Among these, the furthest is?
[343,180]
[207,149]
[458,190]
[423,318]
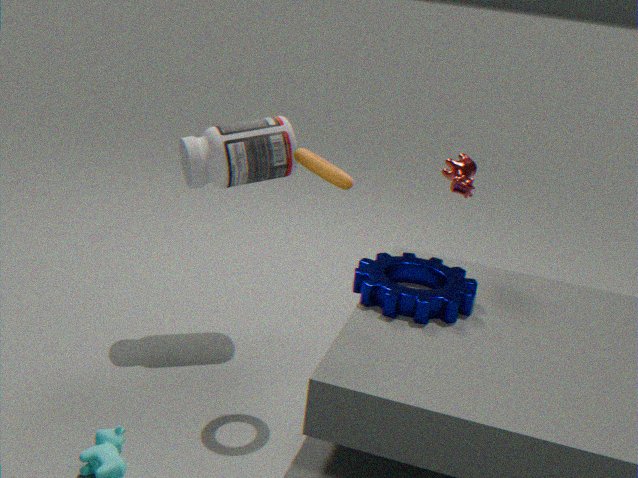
[458,190]
